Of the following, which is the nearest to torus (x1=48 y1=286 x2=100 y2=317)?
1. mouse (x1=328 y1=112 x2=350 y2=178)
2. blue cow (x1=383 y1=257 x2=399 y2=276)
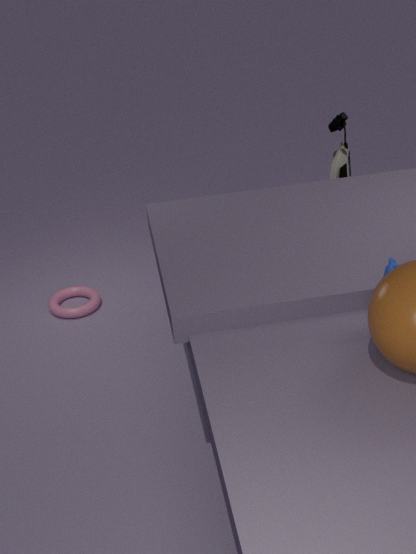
mouse (x1=328 y1=112 x2=350 y2=178)
